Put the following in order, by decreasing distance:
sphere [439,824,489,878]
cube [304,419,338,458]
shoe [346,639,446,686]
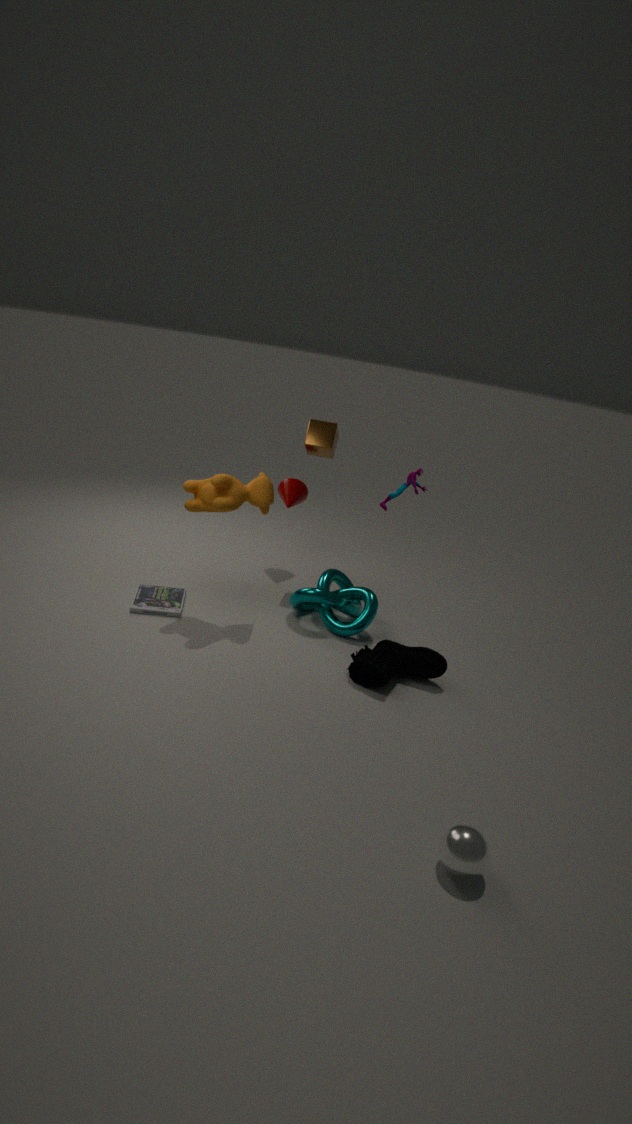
1. cube [304,419,338,458]
2. shoe [346,639,446,686]
3. sphere [439,824,489,878]
